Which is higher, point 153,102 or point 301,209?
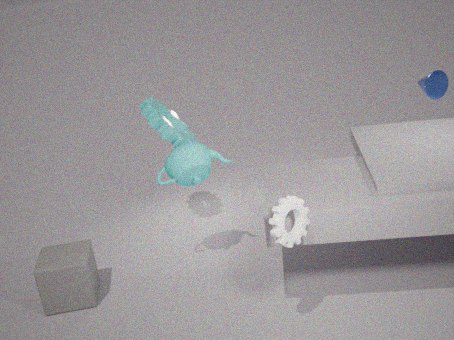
point 153,102
